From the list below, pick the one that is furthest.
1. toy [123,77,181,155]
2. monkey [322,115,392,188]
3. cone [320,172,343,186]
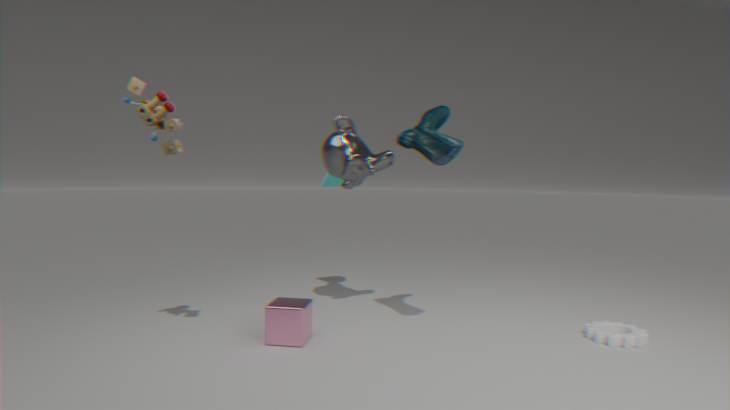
cone [320,172,343,186]
